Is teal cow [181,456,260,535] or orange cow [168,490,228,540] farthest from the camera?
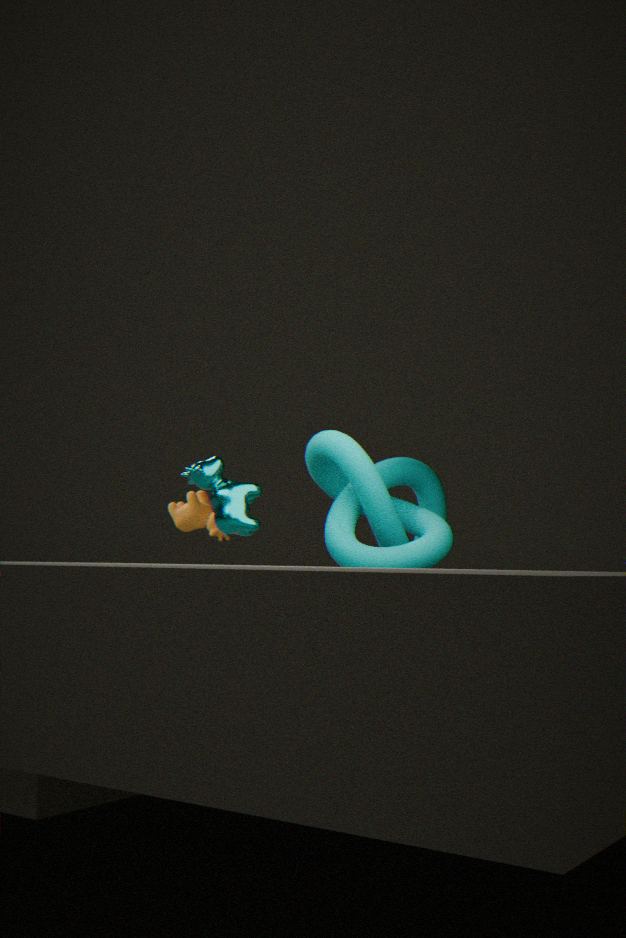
orange cow [168,490,228,540]
